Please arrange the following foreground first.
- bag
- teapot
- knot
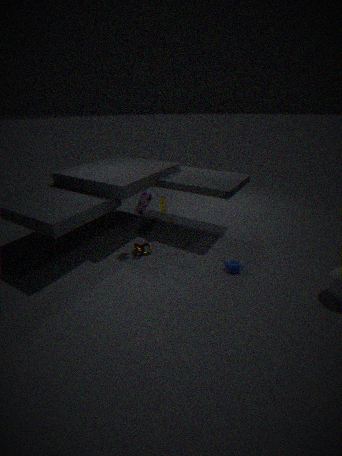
teapot
bag
knot
